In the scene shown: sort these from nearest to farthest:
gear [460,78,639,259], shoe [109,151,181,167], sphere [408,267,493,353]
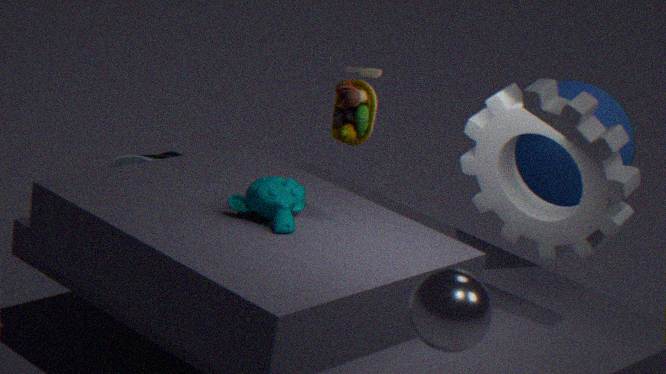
sphere [408,267,493,353]
gear [460,78,639,259]
shoe [109,151,181,167]
